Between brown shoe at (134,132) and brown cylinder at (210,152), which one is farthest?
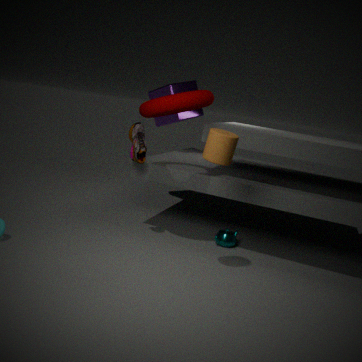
brown shoe at (134,132)
